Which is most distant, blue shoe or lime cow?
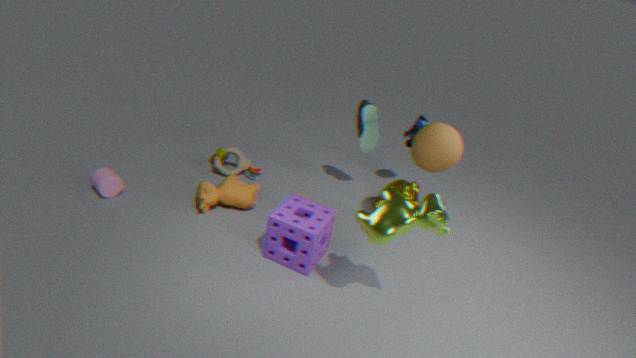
blue shoe
